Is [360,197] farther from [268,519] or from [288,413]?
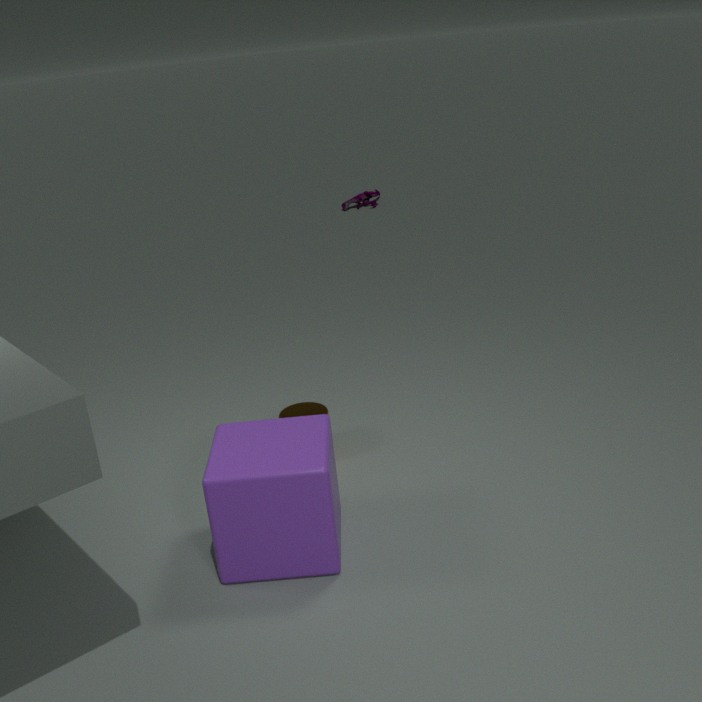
[268,519]
